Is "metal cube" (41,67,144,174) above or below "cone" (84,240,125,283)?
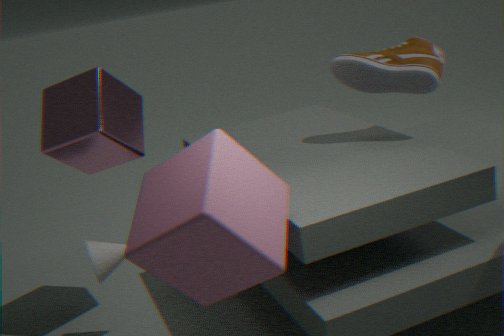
above
